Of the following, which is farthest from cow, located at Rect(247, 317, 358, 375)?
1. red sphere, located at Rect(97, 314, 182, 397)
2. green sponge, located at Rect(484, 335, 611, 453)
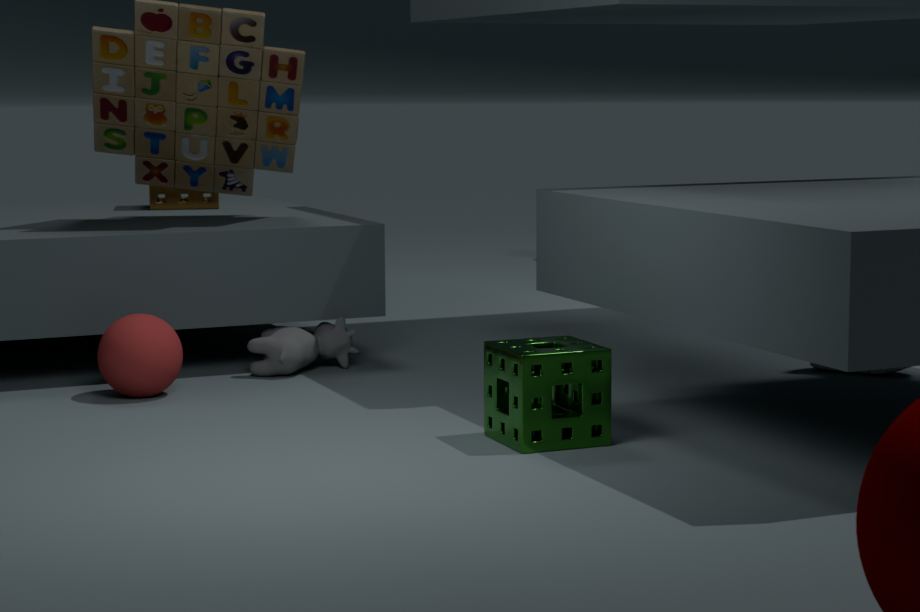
green sponge, located at Rect(484, 335, 611, 453)
